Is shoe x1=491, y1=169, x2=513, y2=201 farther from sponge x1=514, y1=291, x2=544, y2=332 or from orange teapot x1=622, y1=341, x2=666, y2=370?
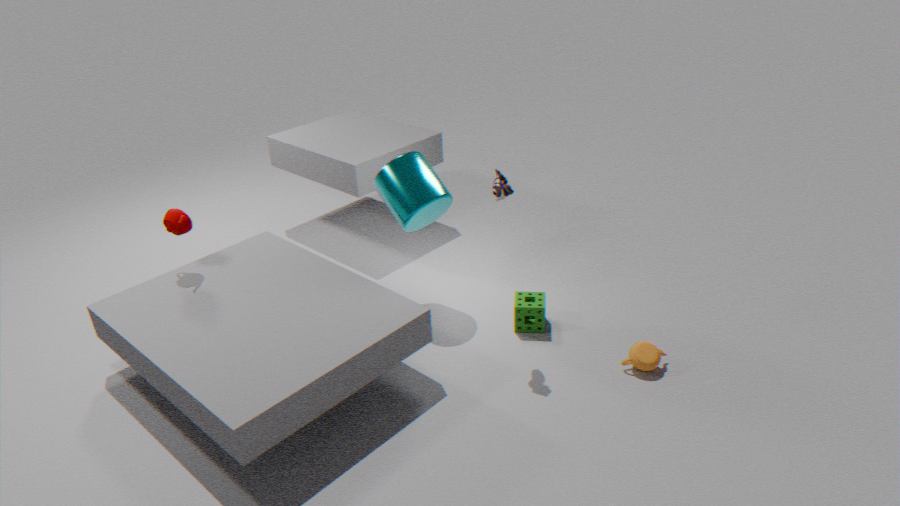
orange teapot x1=622, y1=341, x2=666, y2=370
